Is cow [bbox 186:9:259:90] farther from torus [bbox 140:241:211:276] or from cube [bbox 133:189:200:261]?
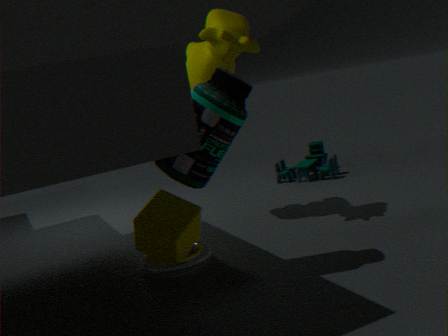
torus [bbox 140:241:211:276]
